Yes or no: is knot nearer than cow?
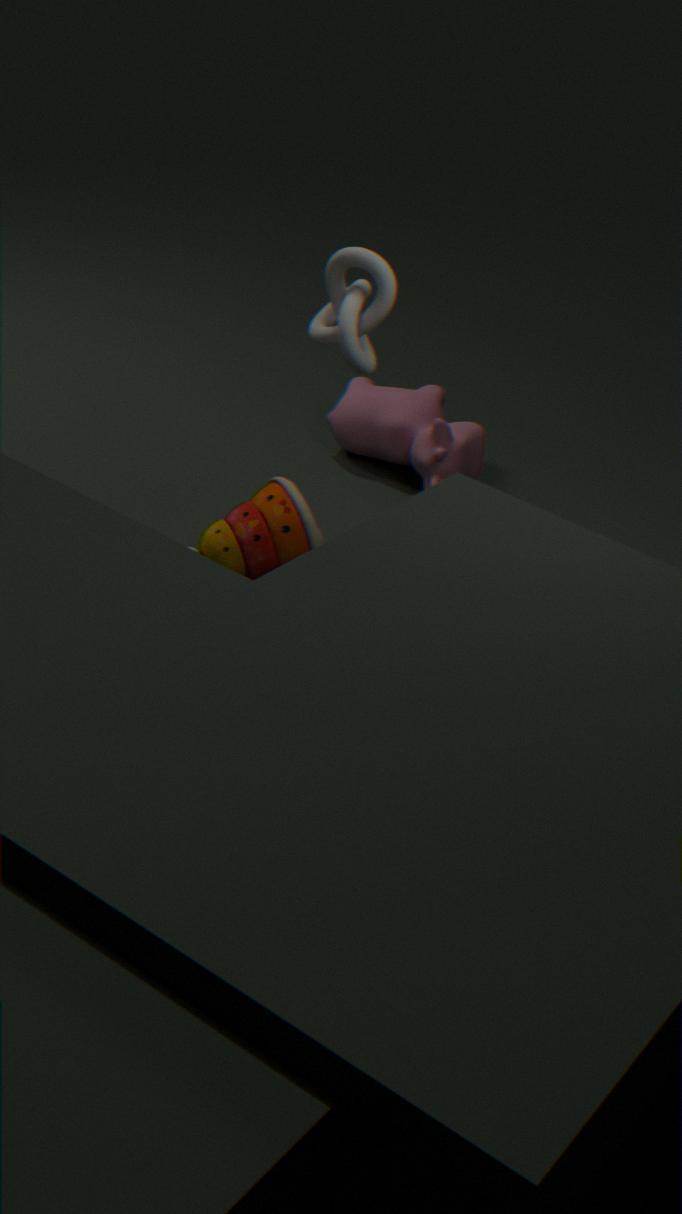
Yes
